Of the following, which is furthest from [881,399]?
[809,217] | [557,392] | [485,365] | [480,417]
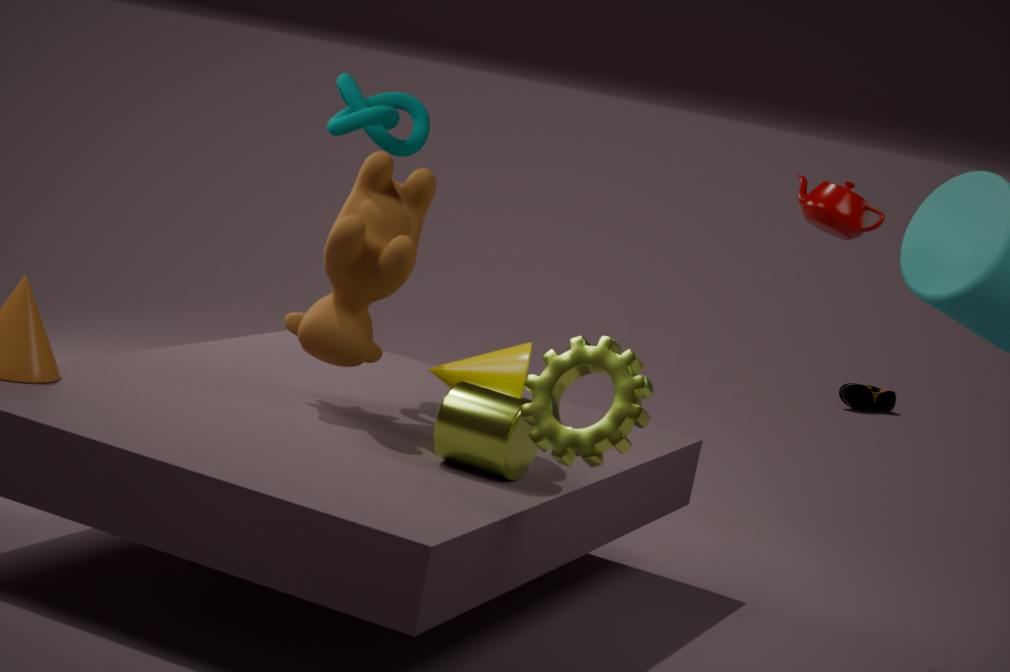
[557,392]
